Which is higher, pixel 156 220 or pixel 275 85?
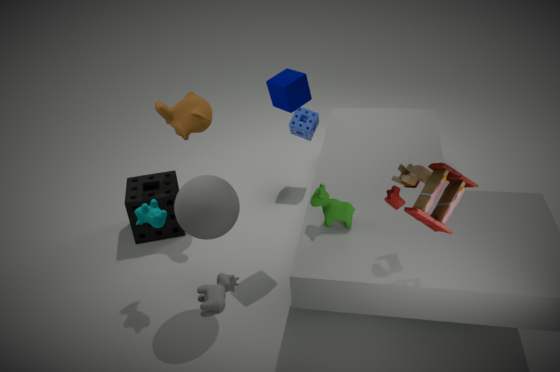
pixel 275 85
